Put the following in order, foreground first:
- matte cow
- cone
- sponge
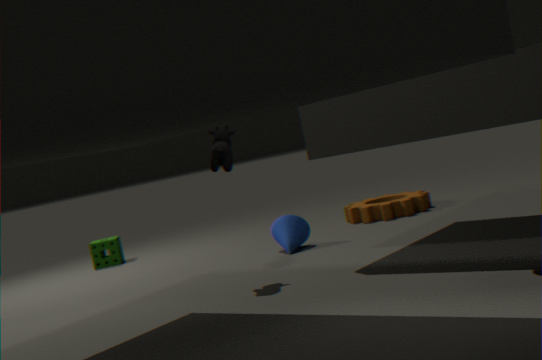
matte cow < cone < sponge
